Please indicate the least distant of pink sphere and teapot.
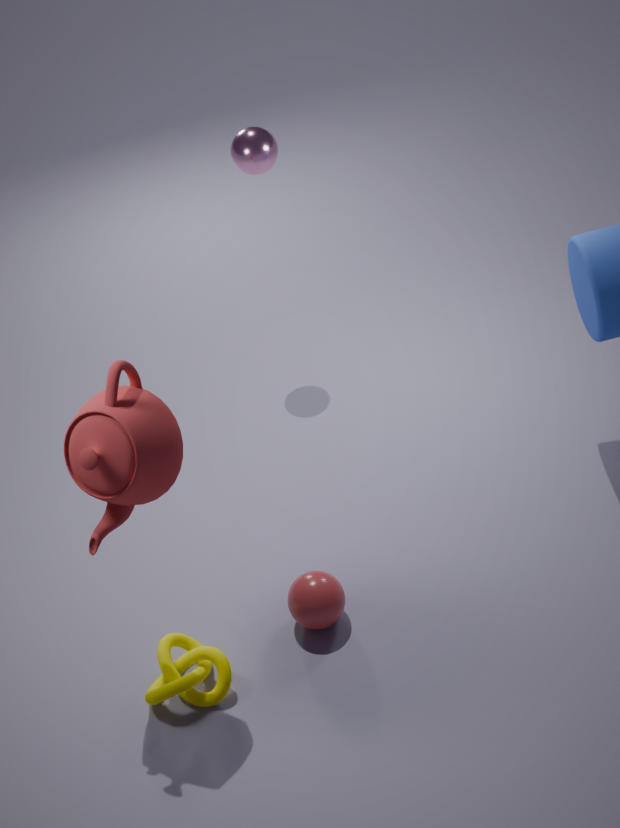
teapot
